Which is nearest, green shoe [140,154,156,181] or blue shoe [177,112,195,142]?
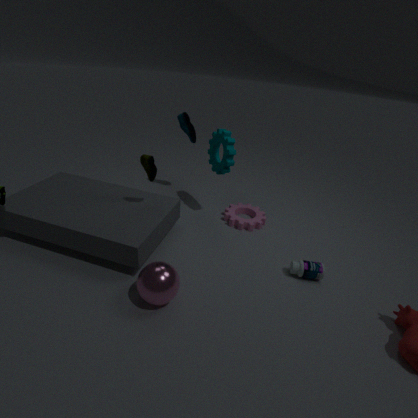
green shoe [140,154,156,181]
